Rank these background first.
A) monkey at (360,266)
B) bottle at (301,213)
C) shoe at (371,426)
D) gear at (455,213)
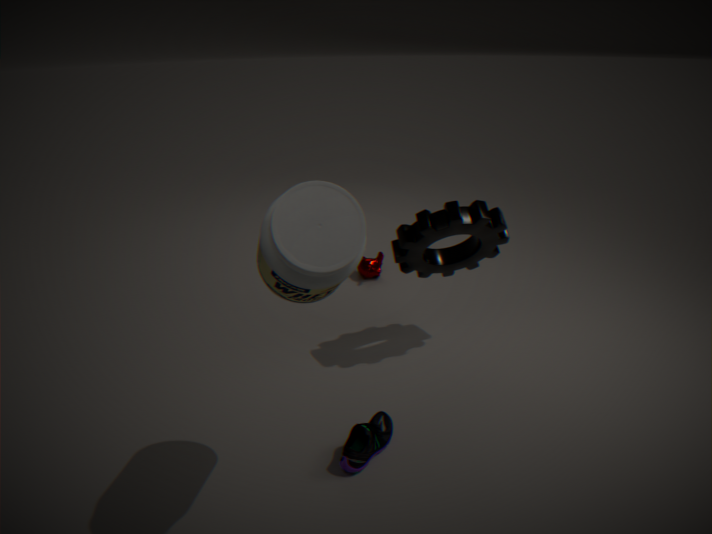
monkey at (360,266), gear at (455,213), shoe at (371,426), bottle at (301,213)
